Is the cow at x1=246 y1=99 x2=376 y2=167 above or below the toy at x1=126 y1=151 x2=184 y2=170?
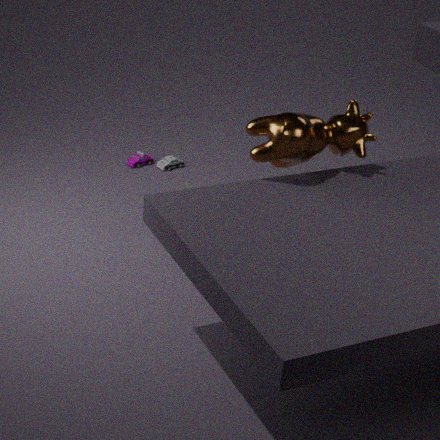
above
